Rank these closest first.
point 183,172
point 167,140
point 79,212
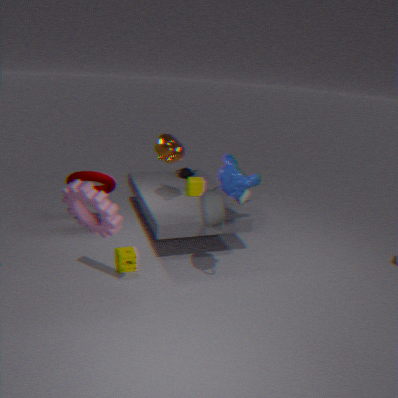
point 79,212 → point 167,140 → point 183,172
